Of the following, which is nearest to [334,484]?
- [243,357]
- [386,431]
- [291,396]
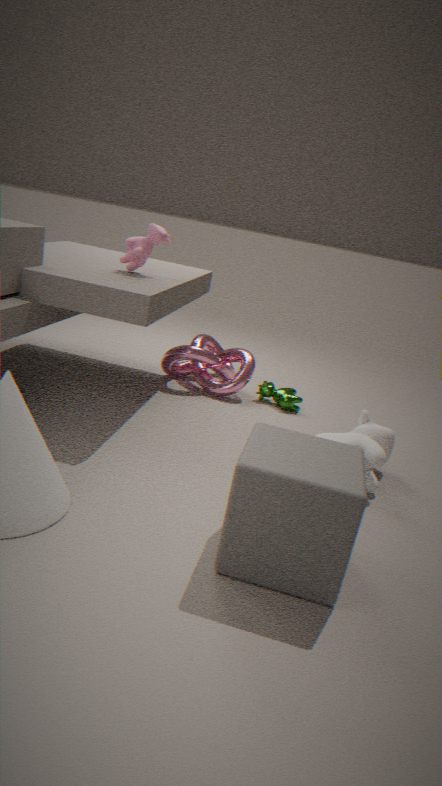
[386,431]
